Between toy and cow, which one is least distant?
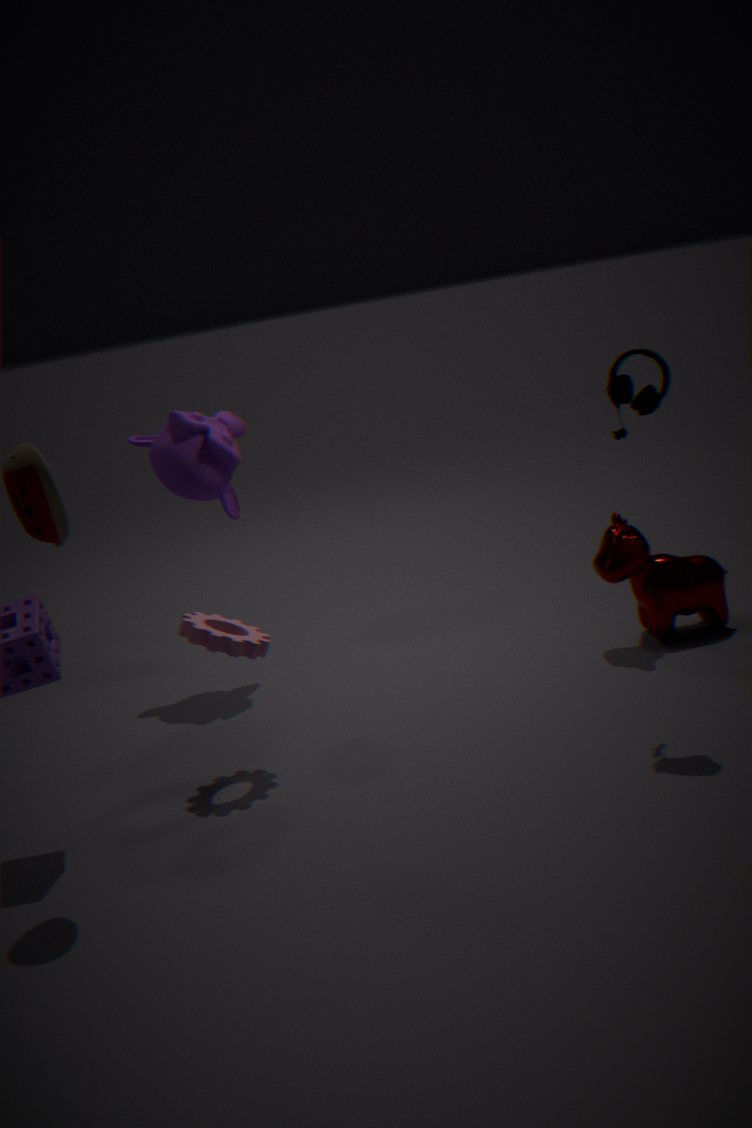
toy
